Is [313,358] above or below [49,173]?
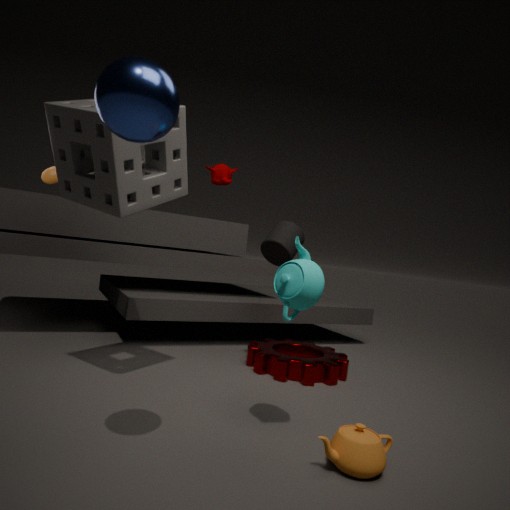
below
